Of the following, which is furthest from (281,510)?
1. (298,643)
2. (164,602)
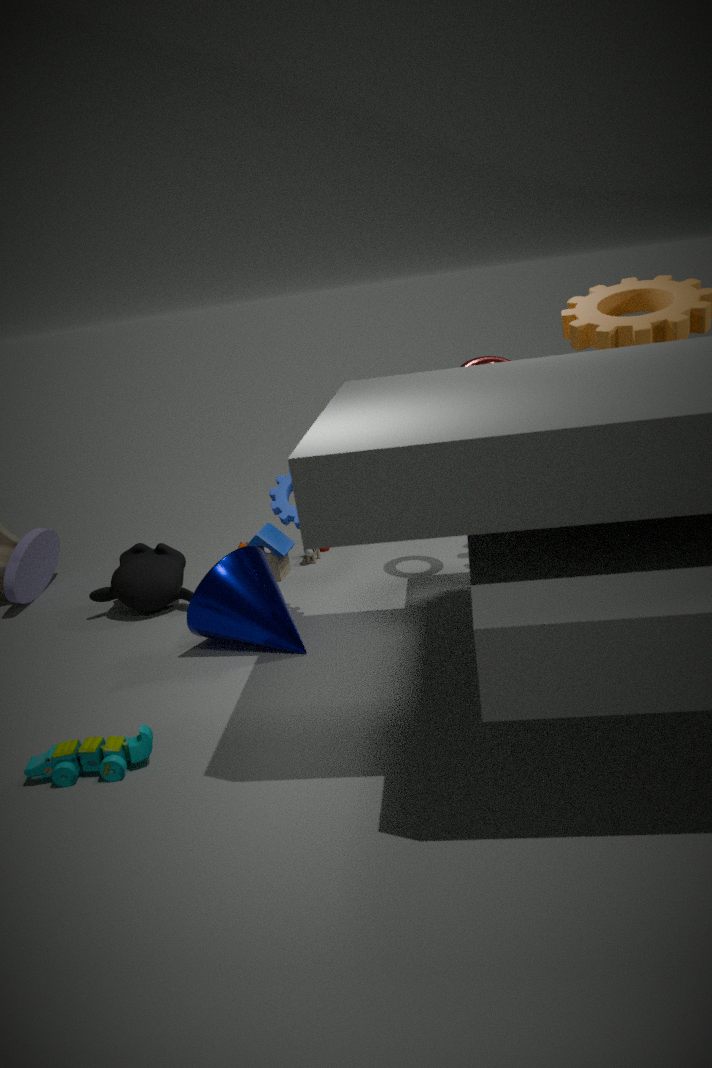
(164,602)
